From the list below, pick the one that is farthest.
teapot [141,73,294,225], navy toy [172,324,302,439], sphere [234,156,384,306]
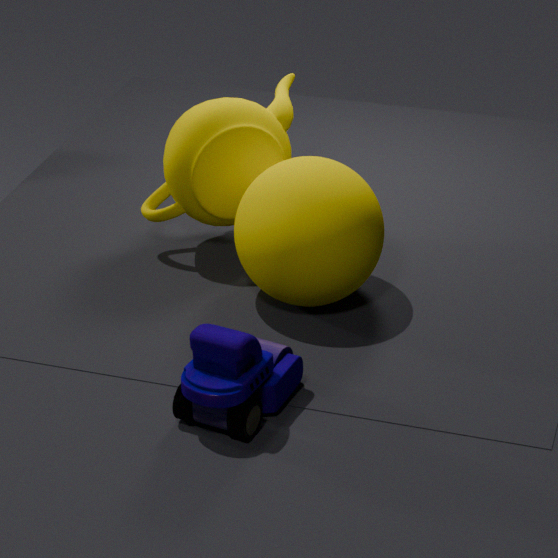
teapot [141,73,294,225]
